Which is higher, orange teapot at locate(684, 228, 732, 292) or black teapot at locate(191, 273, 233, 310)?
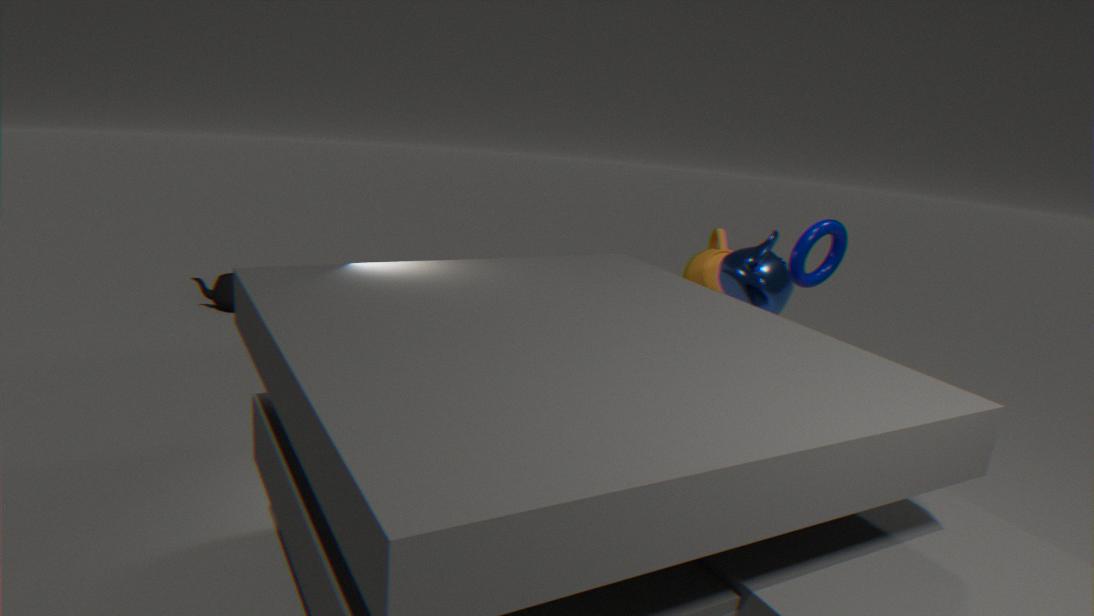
orange teapot at locate(684, 228, 732, 292)
